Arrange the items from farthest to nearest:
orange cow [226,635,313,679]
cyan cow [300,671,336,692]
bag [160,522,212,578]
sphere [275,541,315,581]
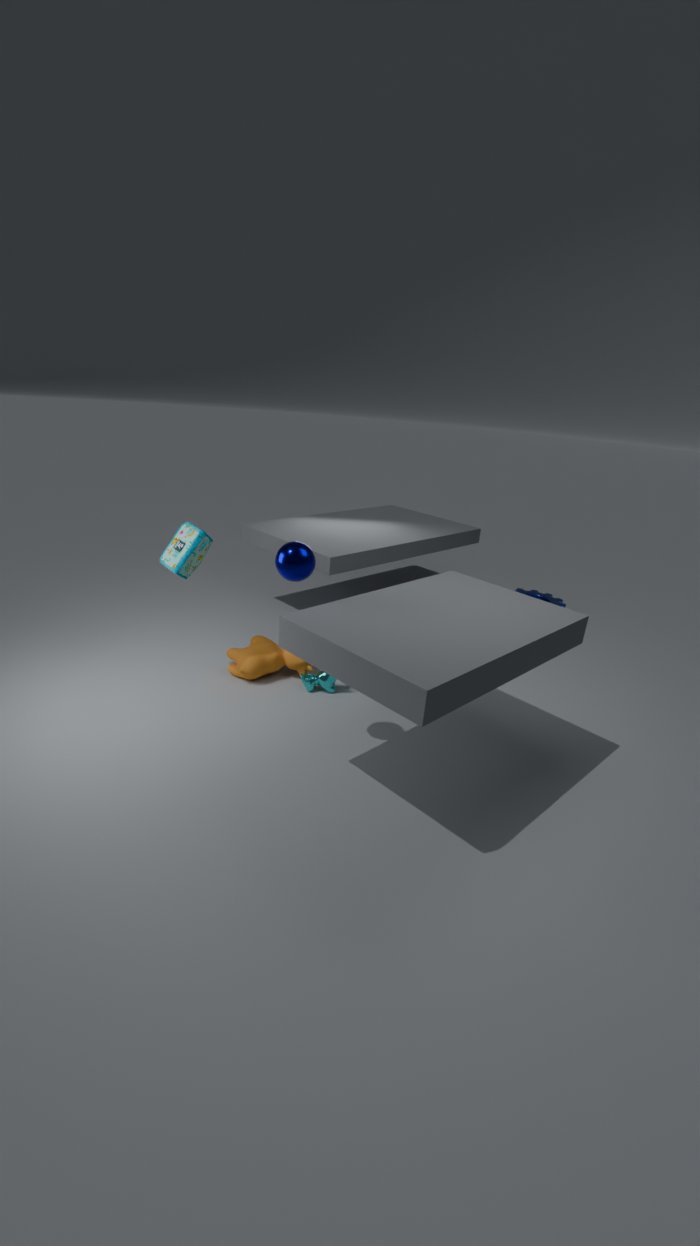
orange cow [226,635,313,679]
cyan cow [300,671,336,692]
bag [160,522,212,578]
sphere [275,541,315,581]
